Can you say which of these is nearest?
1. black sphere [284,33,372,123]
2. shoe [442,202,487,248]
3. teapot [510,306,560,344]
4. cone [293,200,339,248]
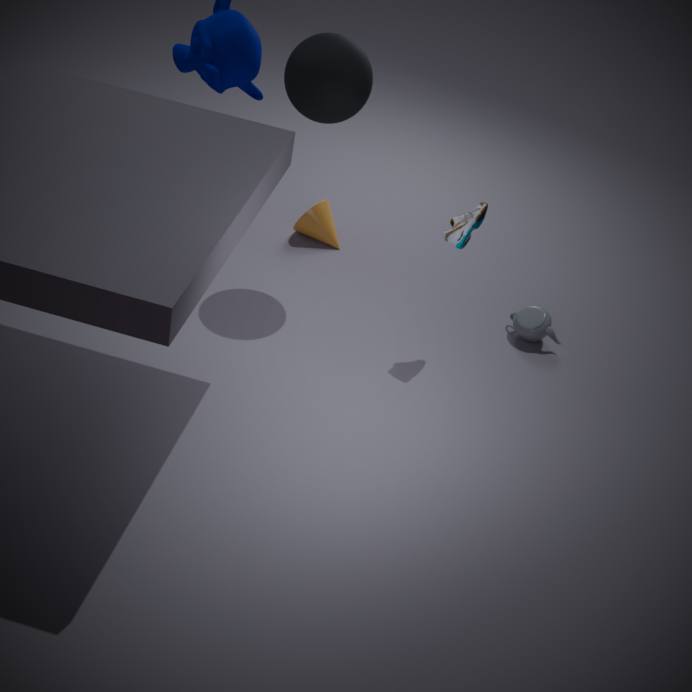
black sphere [284,33,372,123]
